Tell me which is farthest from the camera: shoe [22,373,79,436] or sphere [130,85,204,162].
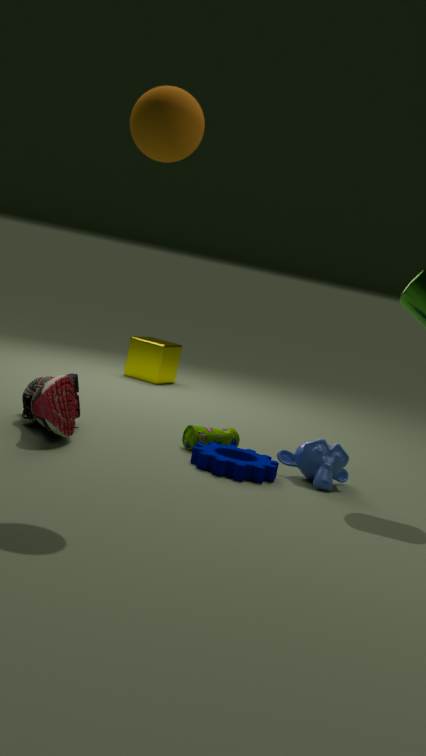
shoe [22,373,79,436]
